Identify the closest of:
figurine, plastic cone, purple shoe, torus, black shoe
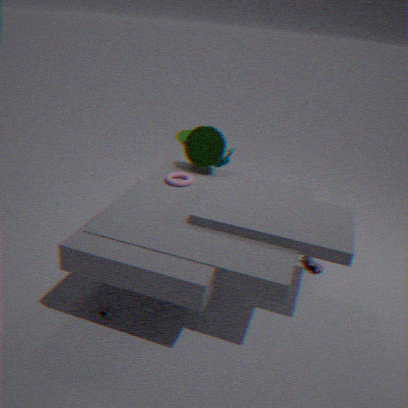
black shoe
